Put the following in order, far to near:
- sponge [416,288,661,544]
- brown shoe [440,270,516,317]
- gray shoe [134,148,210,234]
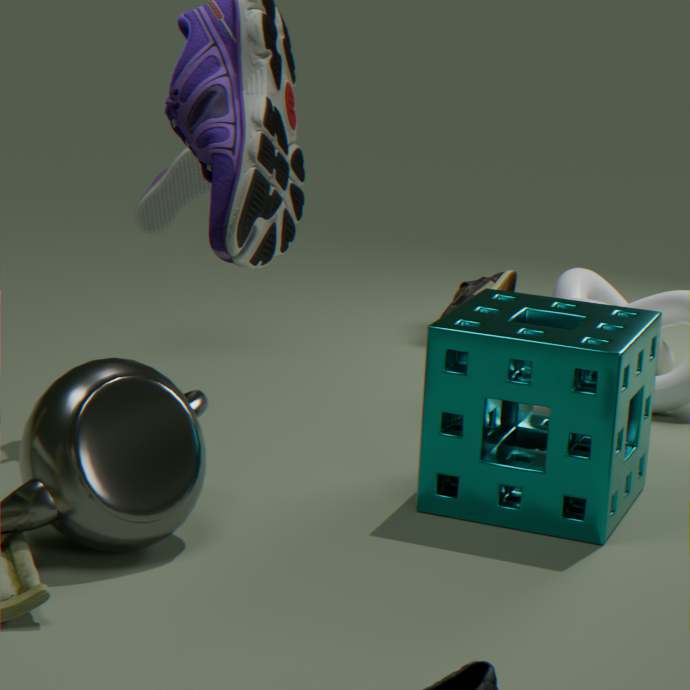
brown shoe [440,270,516,317]
gray shoe [134,148,210,234]
sponge [416,288,661,544]
